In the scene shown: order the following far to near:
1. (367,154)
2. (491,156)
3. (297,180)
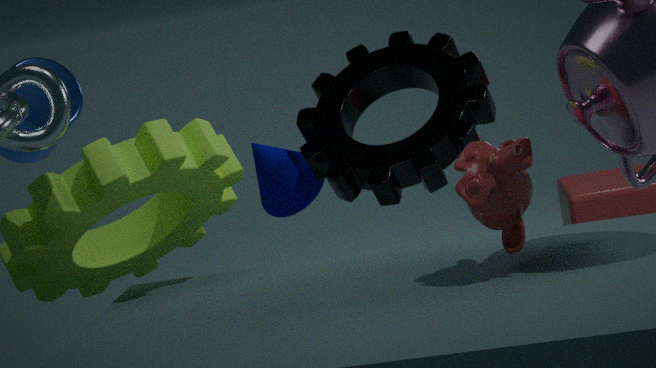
(297,180) → (367,154) → (491,156)
